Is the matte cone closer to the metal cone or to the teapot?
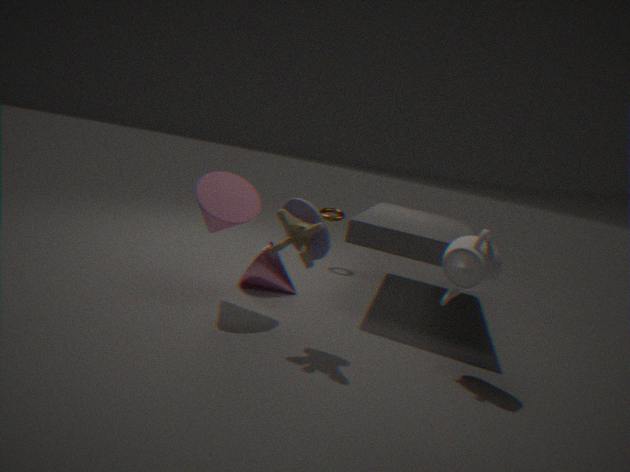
the metal cone
